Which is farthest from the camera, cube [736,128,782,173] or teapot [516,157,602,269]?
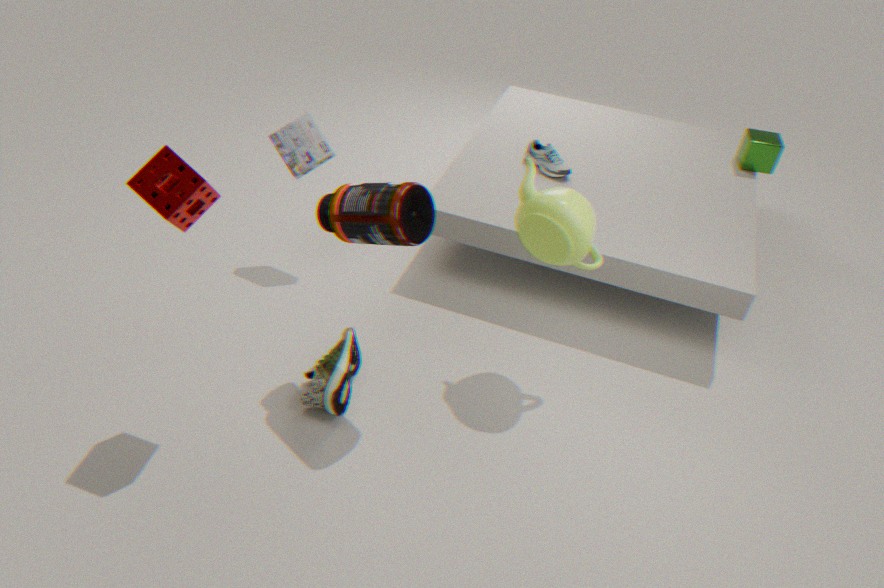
cube [736,128,782,173]
